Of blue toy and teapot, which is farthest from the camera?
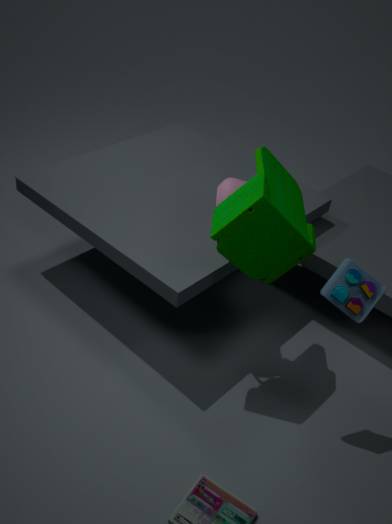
teapot
